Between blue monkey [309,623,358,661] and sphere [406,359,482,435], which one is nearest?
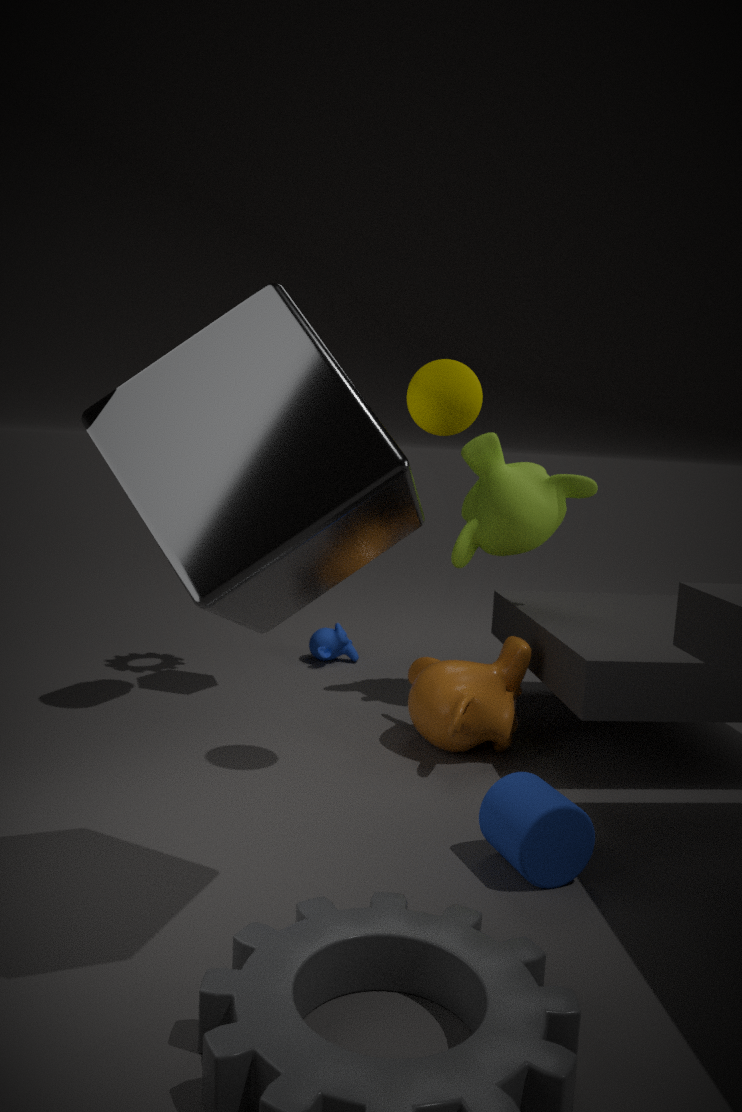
sphere [406,359,482,435]
